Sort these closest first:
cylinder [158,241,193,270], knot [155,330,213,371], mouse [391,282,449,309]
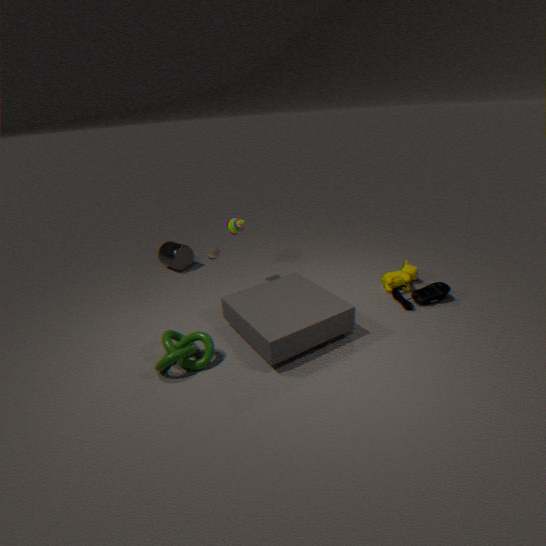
1. knot [155,330,213,371]
2. mouse [391,282,449,309]
3. cylinder [158,241,193,270]
